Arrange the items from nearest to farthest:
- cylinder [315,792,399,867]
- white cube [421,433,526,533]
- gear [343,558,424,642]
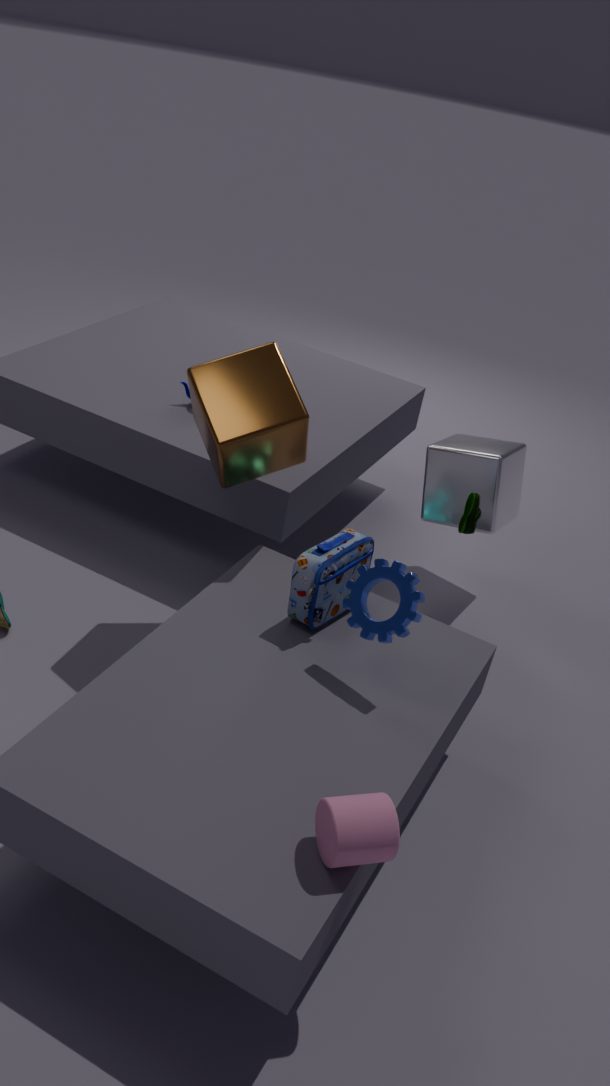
1. cylinder [315,792,399,867]
2. gear [343,558,424,642]
3. white cube [421,433,526,533]
